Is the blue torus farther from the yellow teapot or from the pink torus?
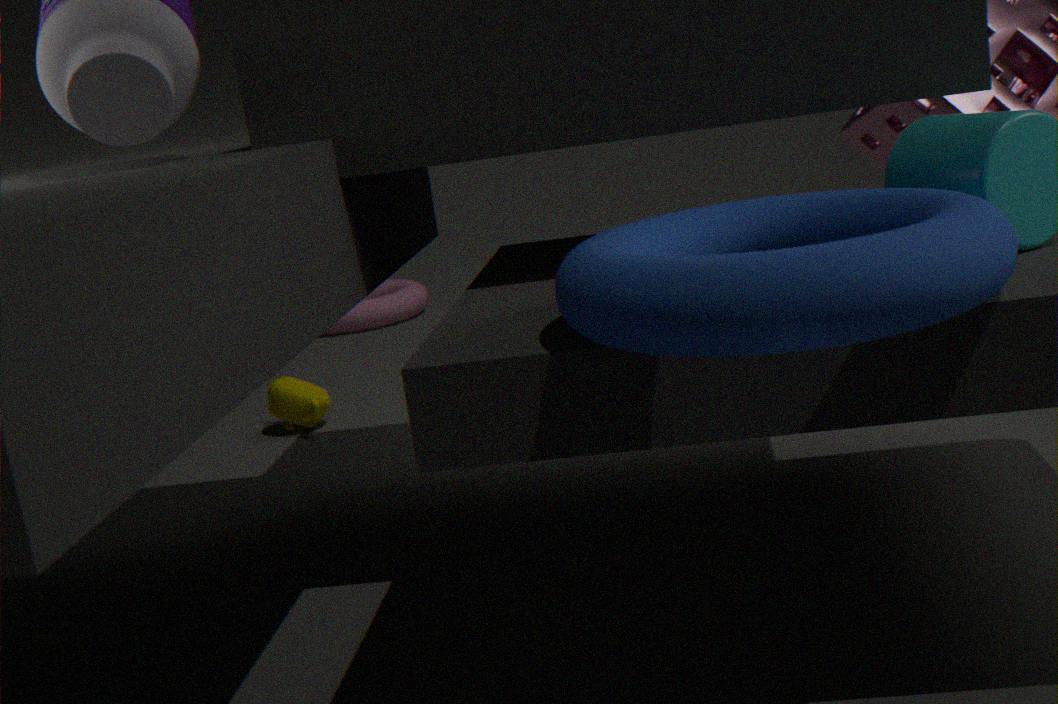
the pink torus
